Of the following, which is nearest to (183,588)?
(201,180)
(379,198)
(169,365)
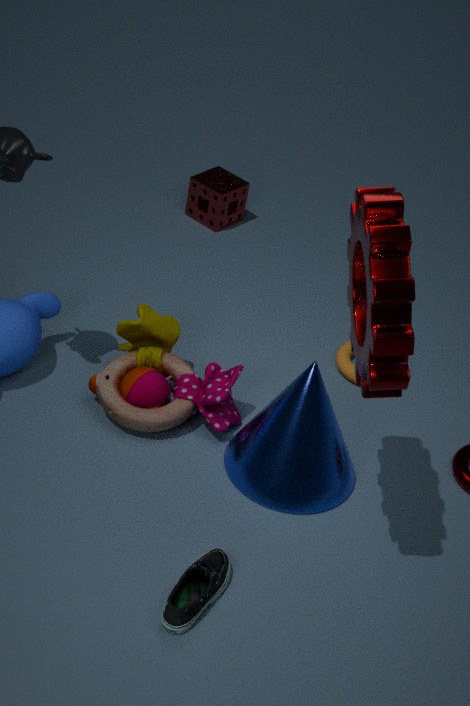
(169,365)
